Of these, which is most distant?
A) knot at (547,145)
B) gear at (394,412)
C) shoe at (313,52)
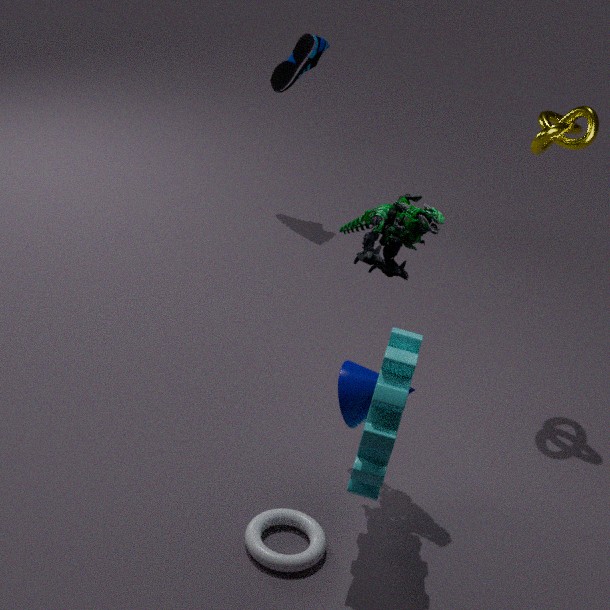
shoe at (313,52)
